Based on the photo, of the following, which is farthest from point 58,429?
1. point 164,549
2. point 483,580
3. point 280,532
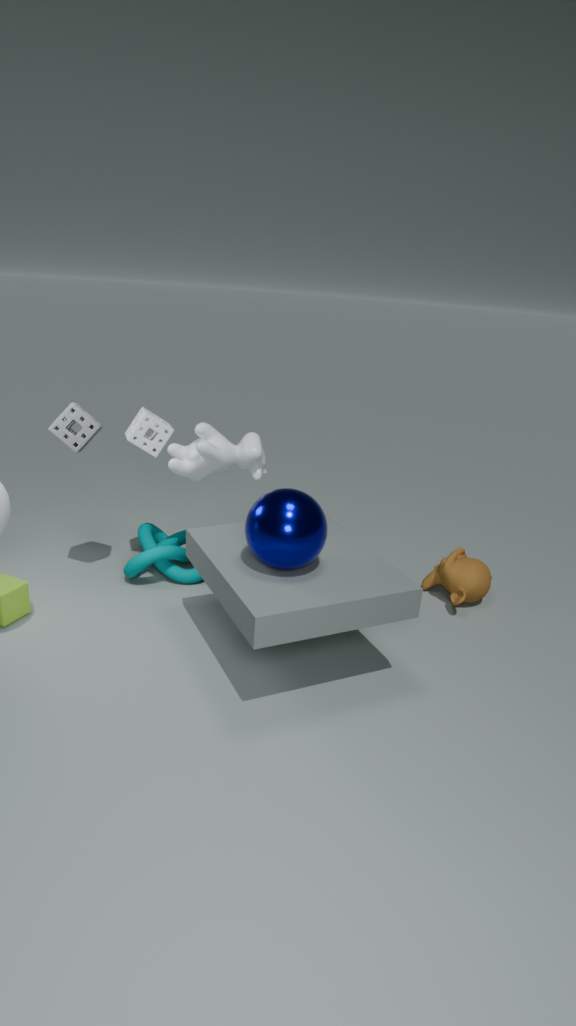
point 483,580
